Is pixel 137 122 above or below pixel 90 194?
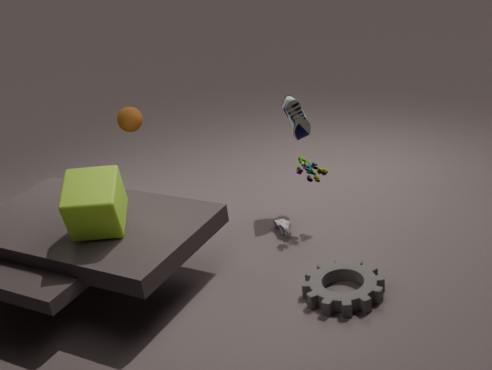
above
